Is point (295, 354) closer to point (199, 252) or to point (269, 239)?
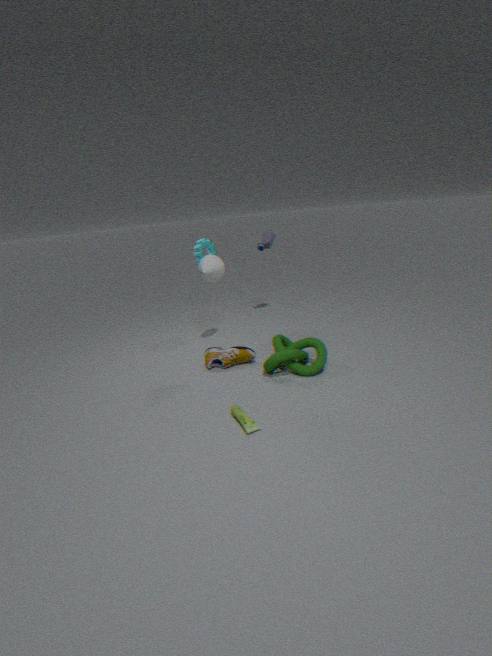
point (199, 252)
